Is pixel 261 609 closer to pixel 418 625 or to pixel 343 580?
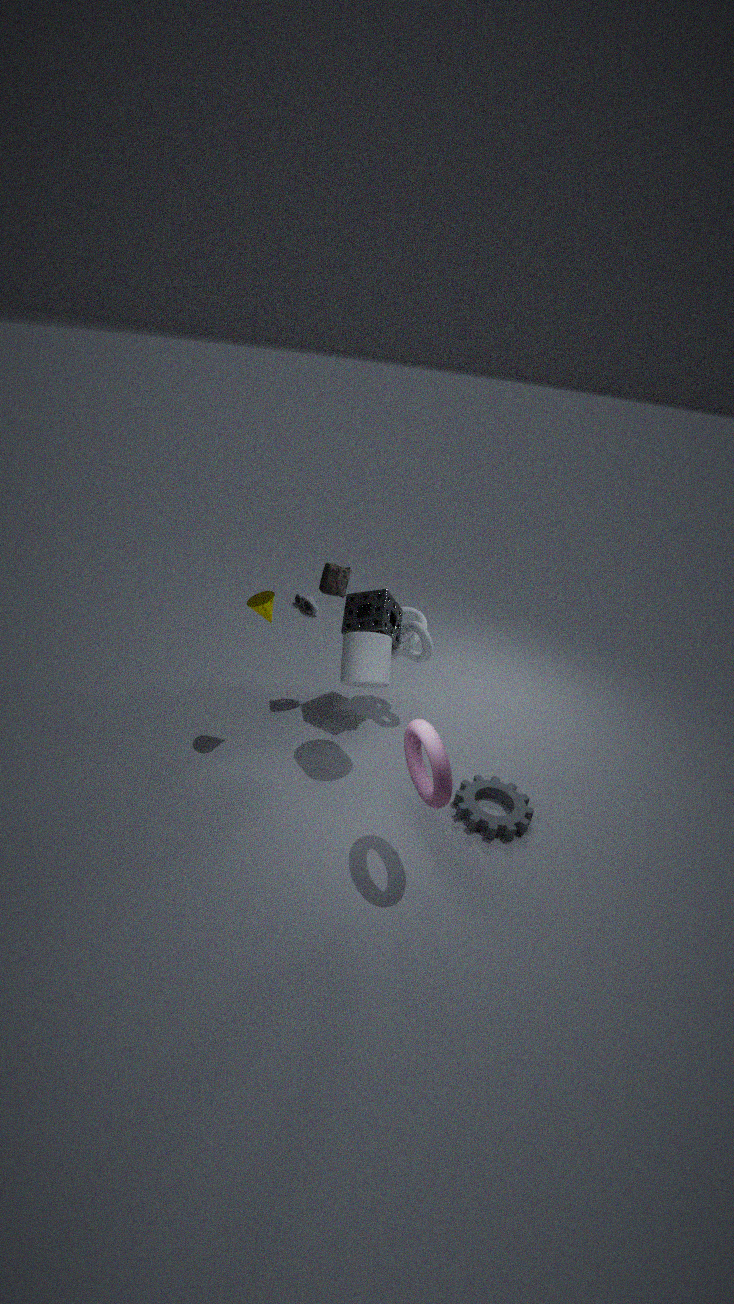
pixel 343 580
